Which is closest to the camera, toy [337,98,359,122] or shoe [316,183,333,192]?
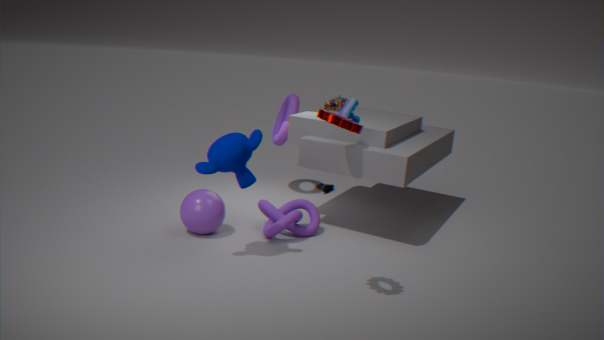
toy [337,98,359,122]
